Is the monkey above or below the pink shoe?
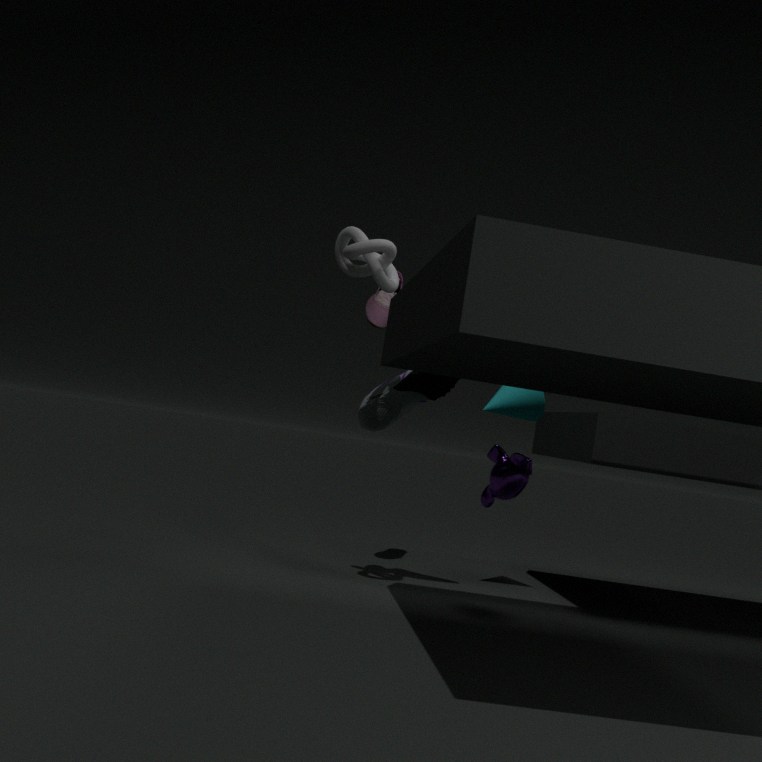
below
